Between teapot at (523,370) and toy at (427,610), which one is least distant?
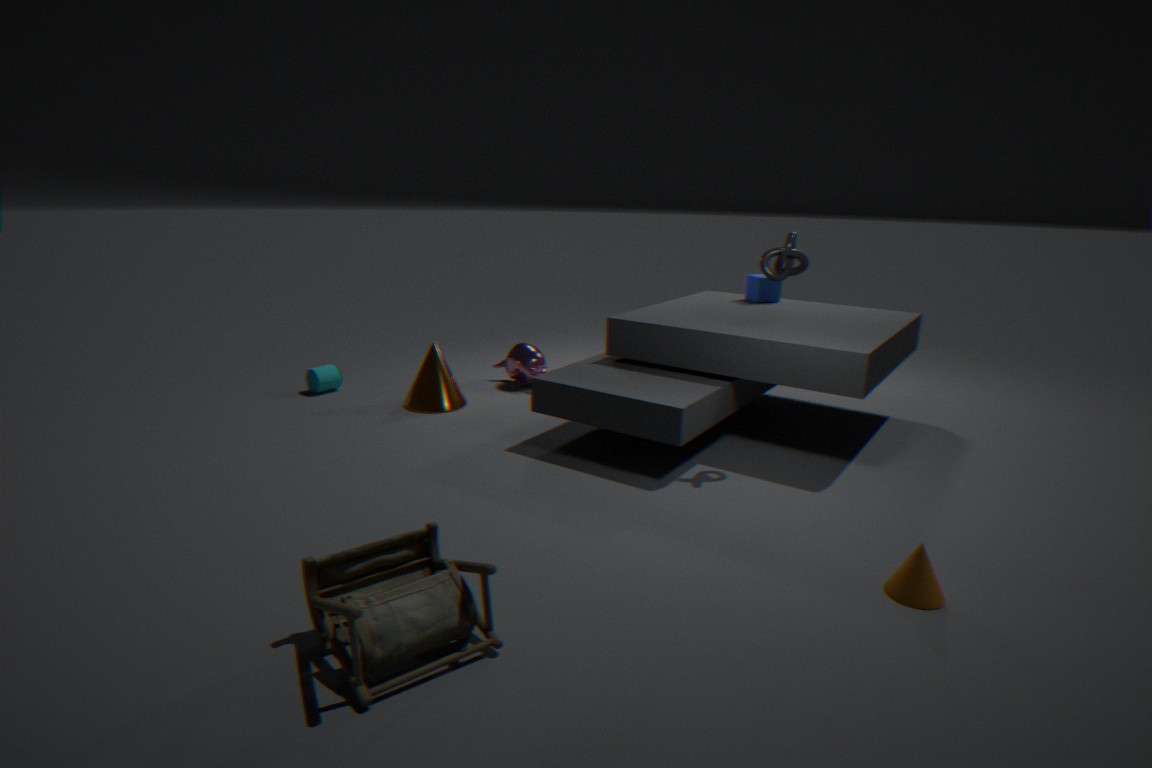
toy at (427,610)
